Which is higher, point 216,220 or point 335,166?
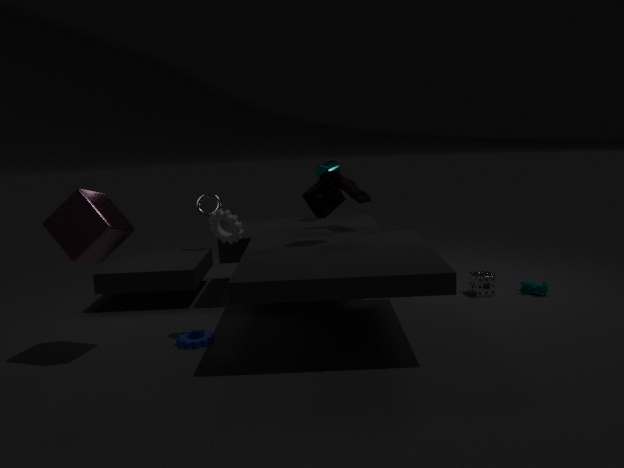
point 335,166
